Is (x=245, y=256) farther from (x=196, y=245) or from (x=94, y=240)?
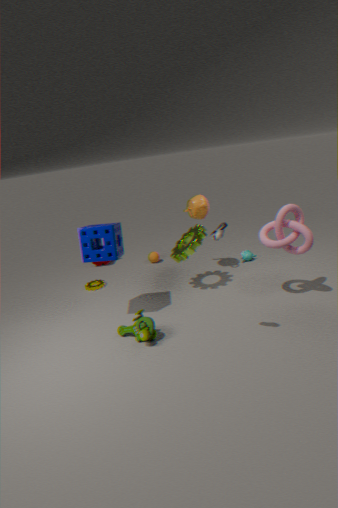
(x=94, y=240)
